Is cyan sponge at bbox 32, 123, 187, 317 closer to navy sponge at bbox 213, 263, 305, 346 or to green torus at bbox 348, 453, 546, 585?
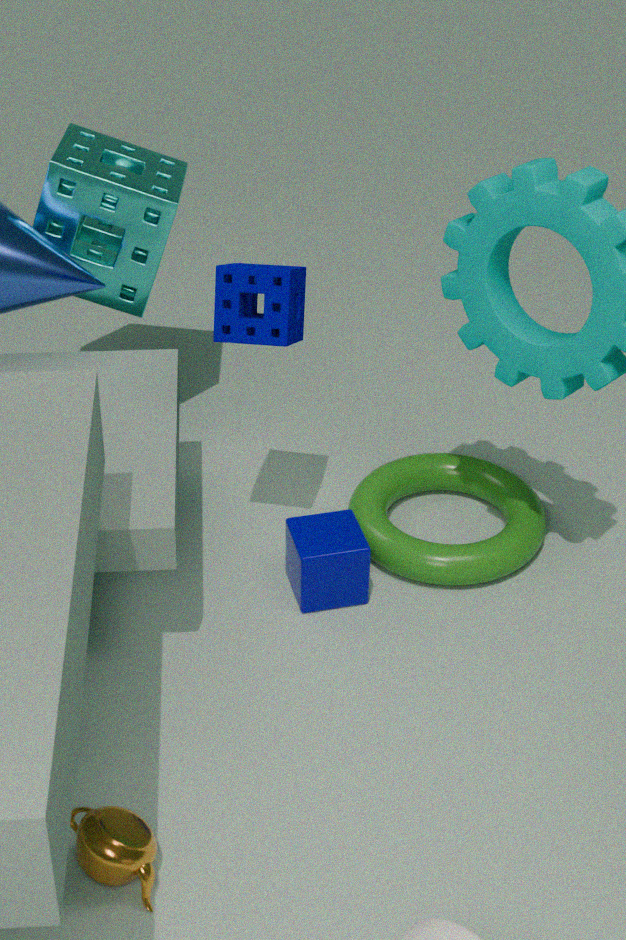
navy sponge at bbox 213, 263, 305, 346
